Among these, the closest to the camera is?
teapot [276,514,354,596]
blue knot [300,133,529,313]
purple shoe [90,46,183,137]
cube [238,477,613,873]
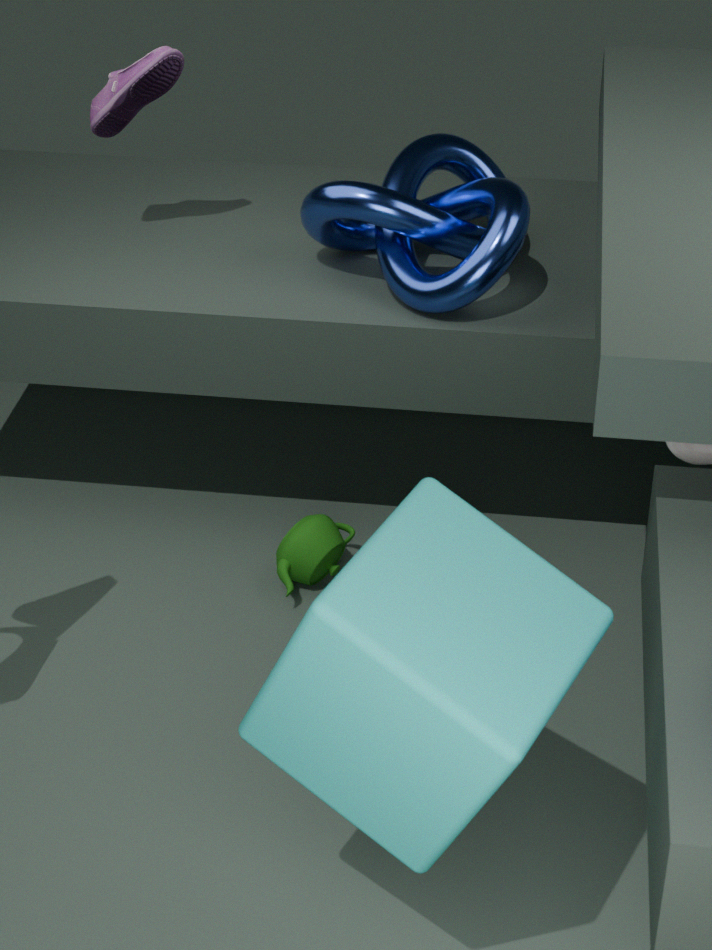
cube [238,477,613,873]
